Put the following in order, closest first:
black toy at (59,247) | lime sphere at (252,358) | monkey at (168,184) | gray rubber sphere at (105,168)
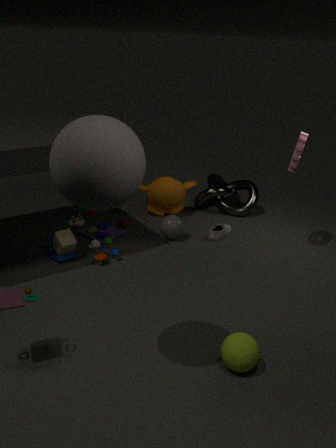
gray rubber sphere at (105,168) → lime sphere at (252,358) → black toy at (59,247) → monkey at (168,184)
